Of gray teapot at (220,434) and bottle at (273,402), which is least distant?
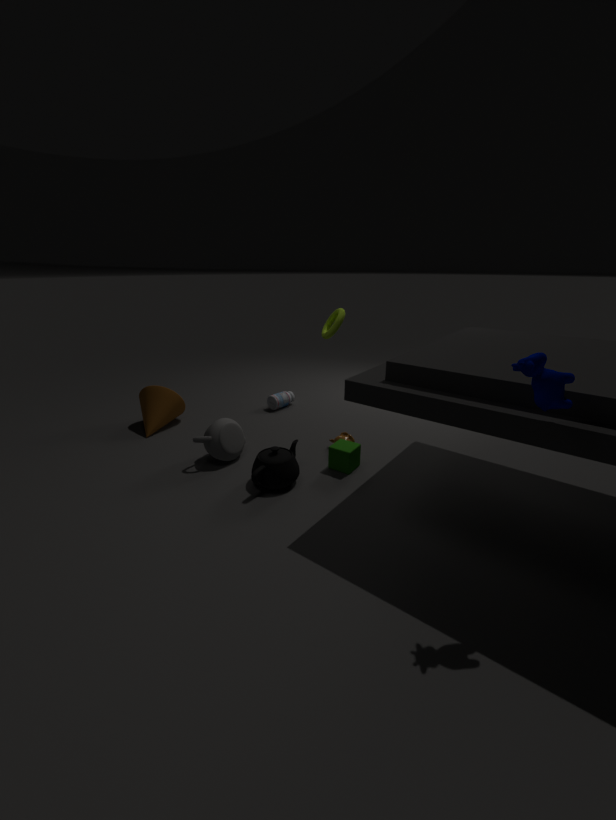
gray teapot at (220,434)
